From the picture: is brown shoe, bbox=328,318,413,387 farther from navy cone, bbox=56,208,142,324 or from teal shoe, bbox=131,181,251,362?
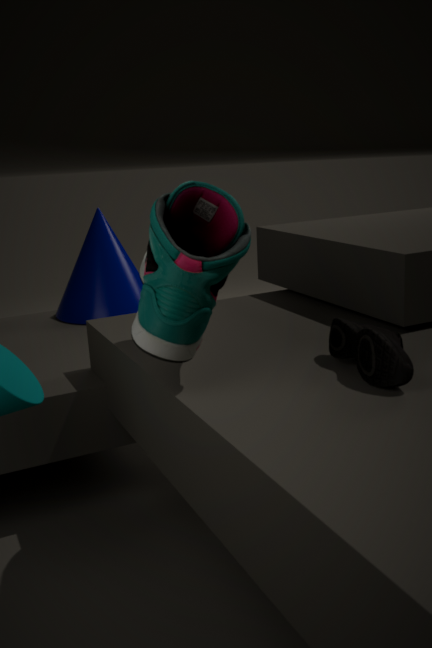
navy cone, bbox=56,208,142,324
